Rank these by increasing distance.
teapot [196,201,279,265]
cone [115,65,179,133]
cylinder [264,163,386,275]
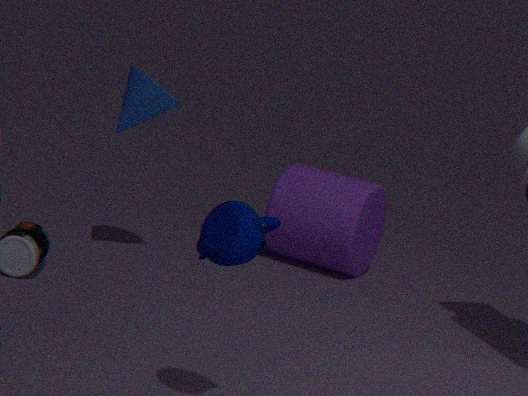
teapot [196,201,279,265]
cone [115,65,179,133]
cylinder [264,163,386,275]
